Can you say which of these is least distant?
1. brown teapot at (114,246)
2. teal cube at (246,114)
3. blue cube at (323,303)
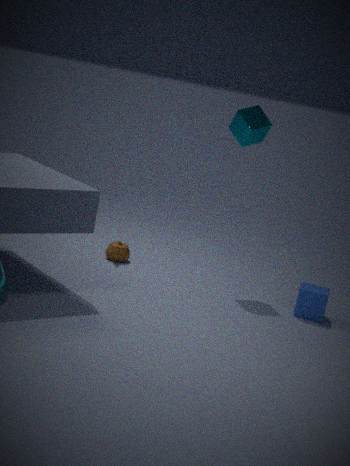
blue cube at (323,303)
